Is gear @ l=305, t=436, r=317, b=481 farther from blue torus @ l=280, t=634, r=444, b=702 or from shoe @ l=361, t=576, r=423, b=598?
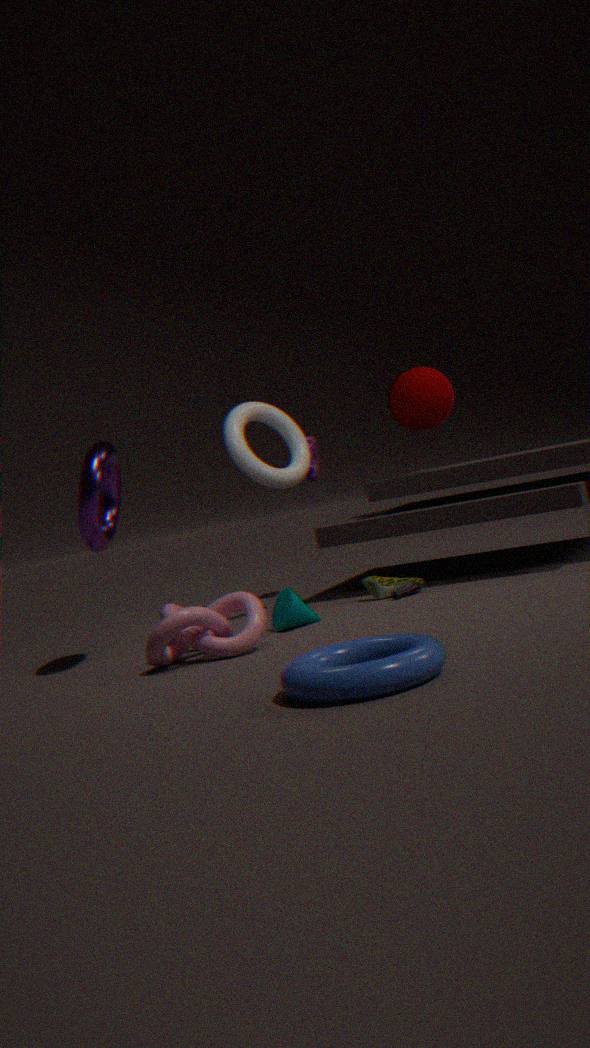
blue torus @ l=280, t=634, r=444, b=702
